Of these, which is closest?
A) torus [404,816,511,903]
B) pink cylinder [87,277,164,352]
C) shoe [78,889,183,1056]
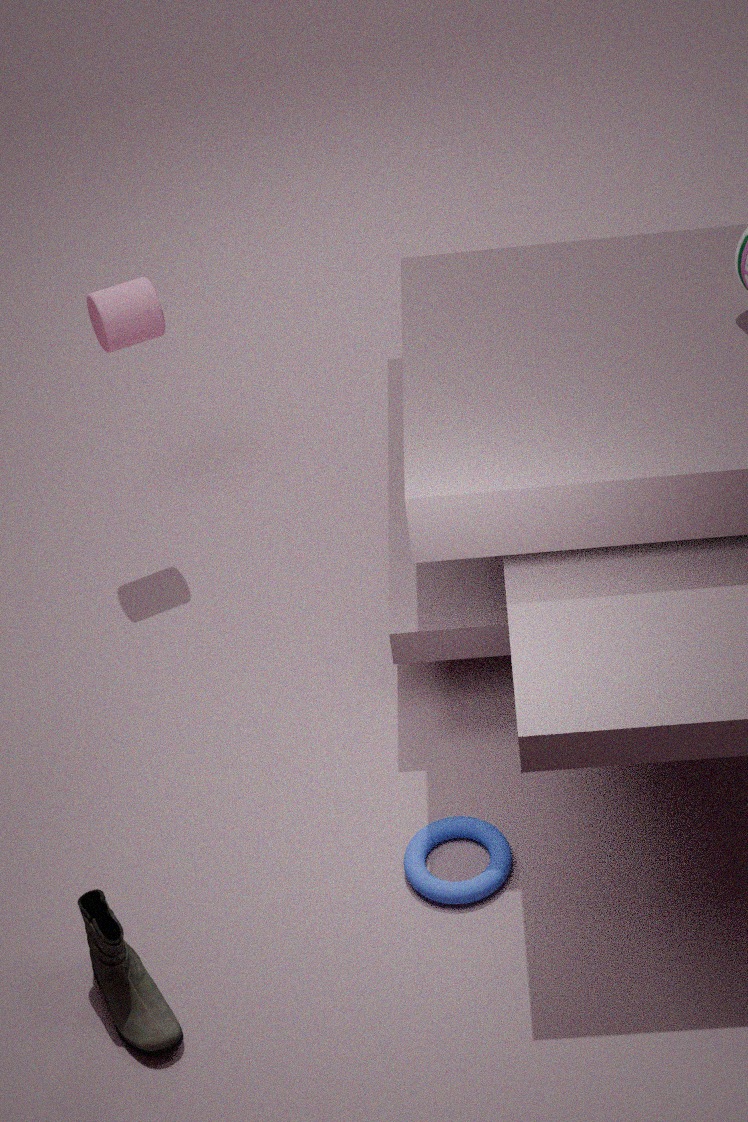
shoe [78,889,183,1056]
